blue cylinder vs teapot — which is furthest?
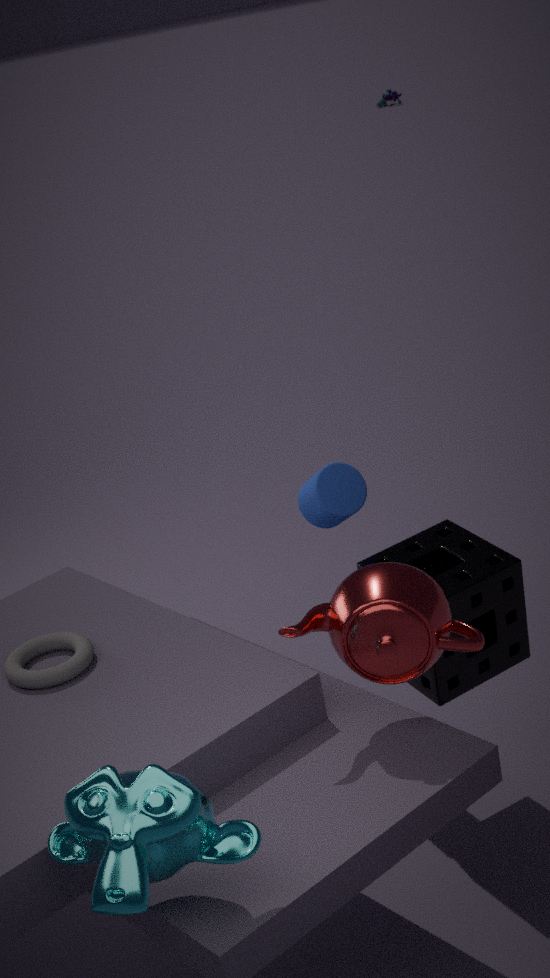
blue cylinder
